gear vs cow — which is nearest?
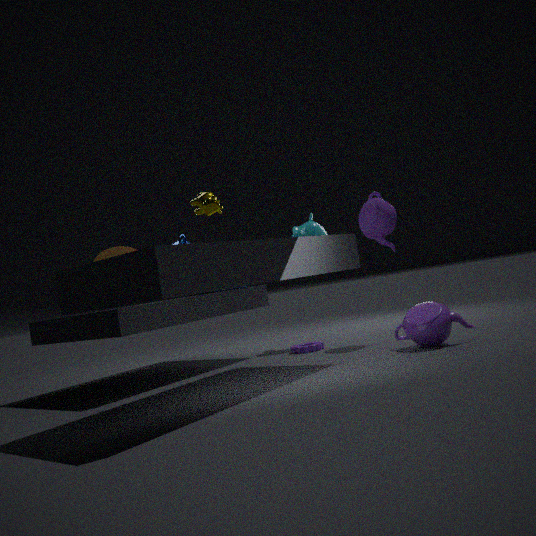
cow
